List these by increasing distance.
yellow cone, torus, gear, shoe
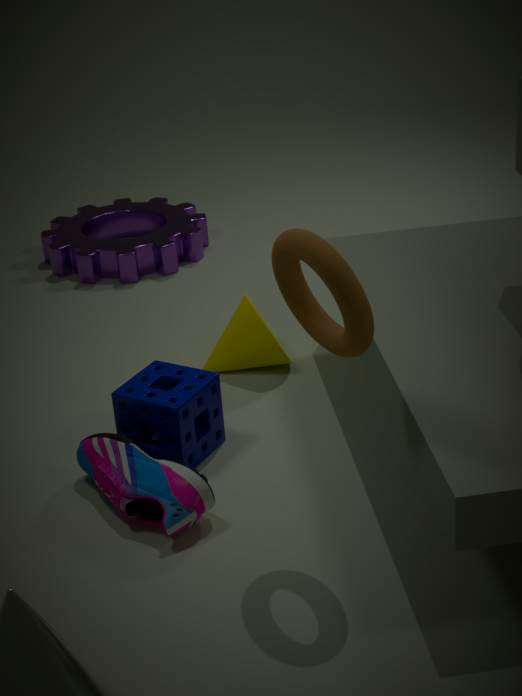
torus < shoe < yellow cone < gear
